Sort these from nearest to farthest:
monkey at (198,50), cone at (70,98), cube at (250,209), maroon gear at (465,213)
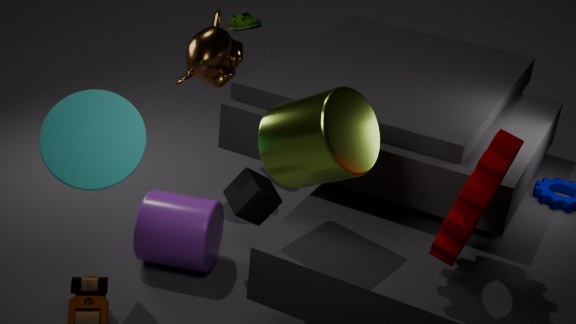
maroon gear at (465,213) → cone at (70,98) → cube at (250,209) → monkey at (198,50)
